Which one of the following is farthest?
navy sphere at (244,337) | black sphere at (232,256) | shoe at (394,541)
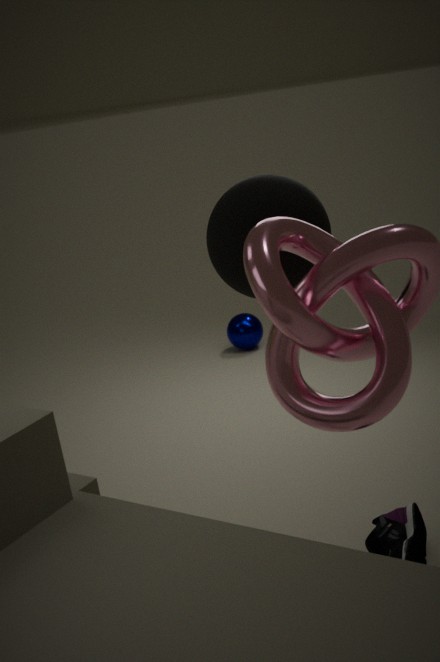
navy sphere at (244,337)
